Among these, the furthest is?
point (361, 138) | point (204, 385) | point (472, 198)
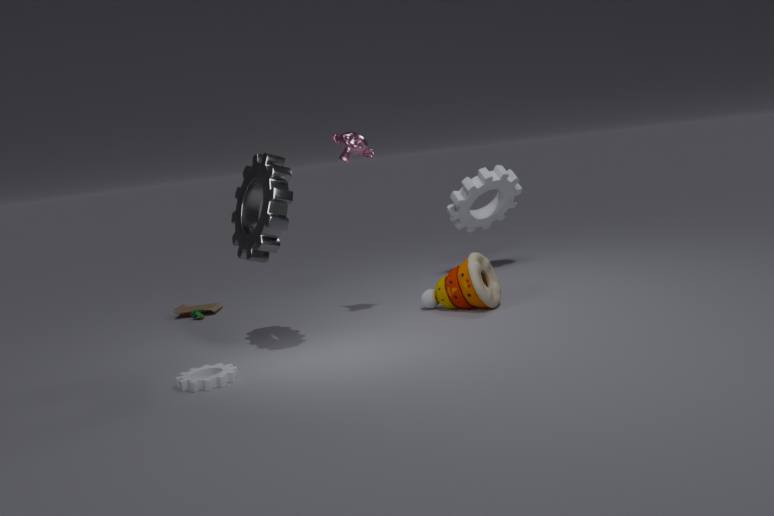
point (472, 198)
